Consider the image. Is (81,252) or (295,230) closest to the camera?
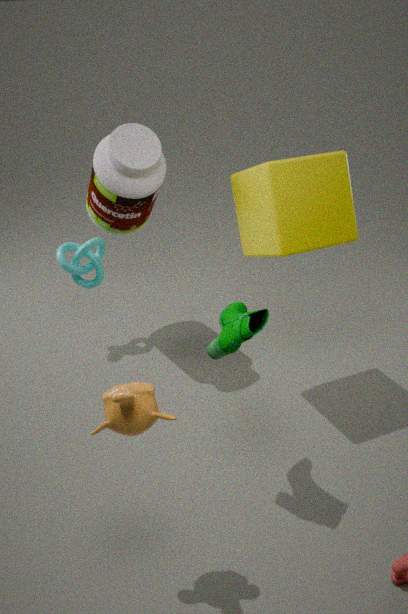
(295,230)
